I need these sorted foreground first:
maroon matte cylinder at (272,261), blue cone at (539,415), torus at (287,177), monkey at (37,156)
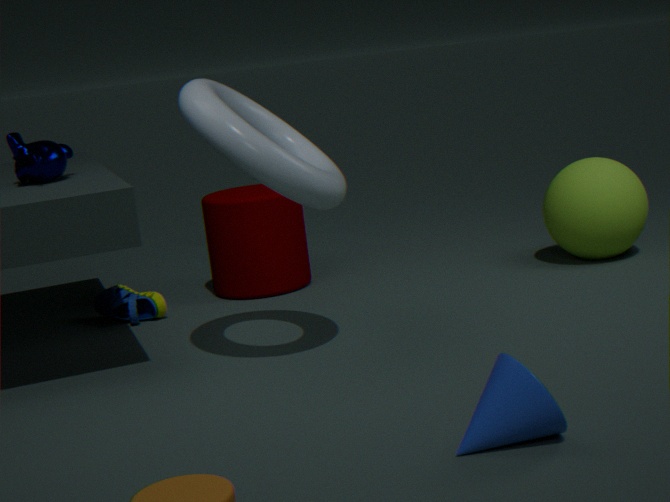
blue cone at (539,415)
torus at (287,177)
monkey at (37,156)
maroon matte cylinder at (272,261)
